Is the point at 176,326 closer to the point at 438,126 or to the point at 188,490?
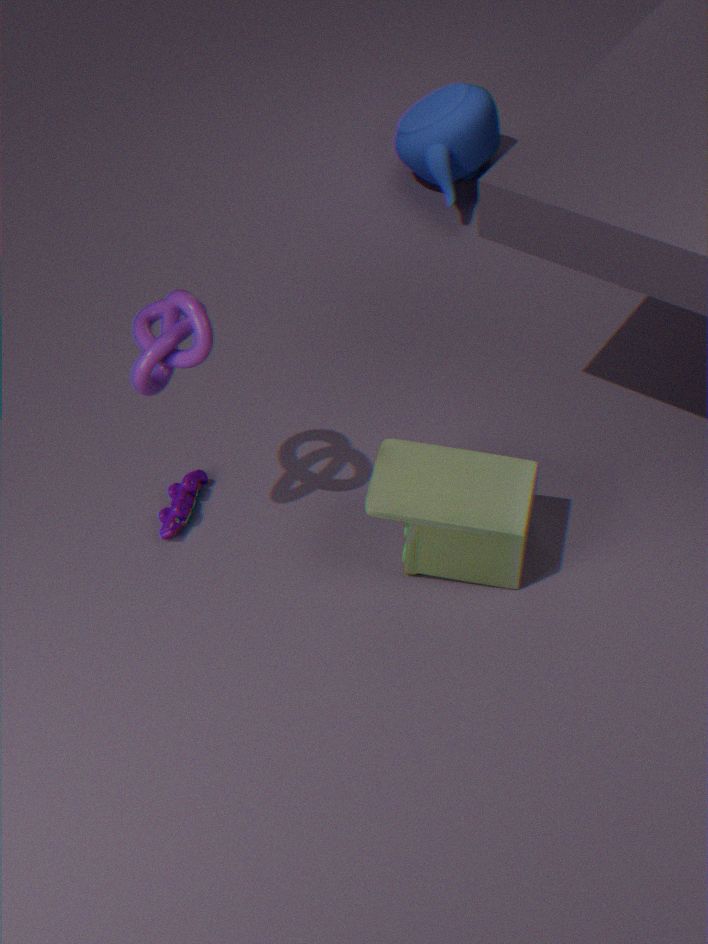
the point at 188,490
